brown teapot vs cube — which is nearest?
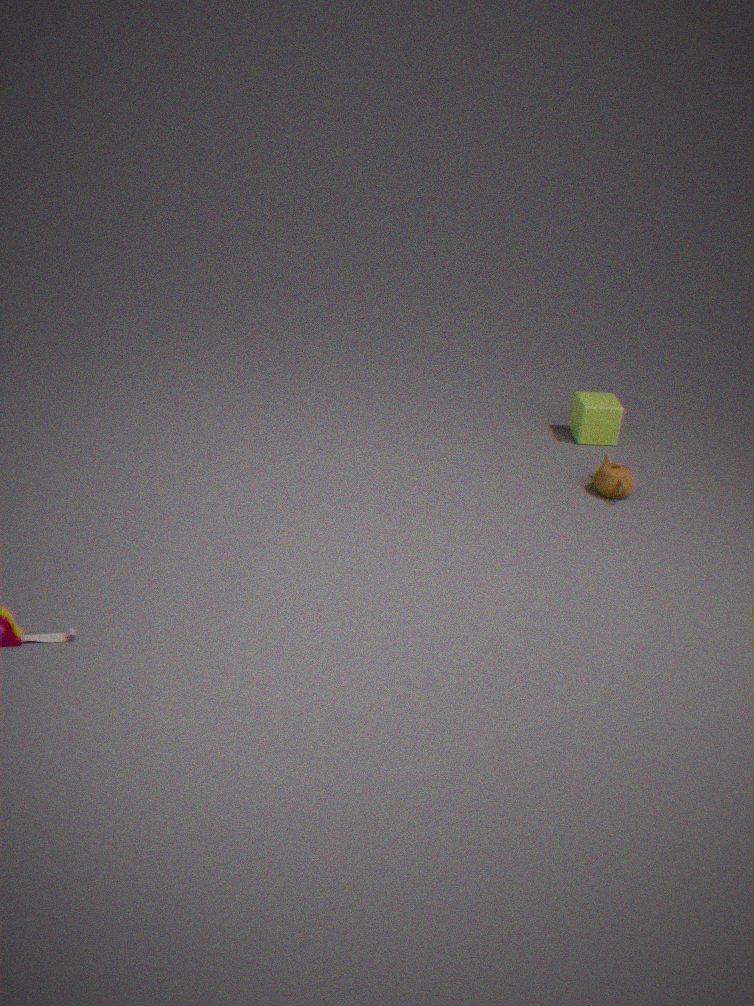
brown teapot
